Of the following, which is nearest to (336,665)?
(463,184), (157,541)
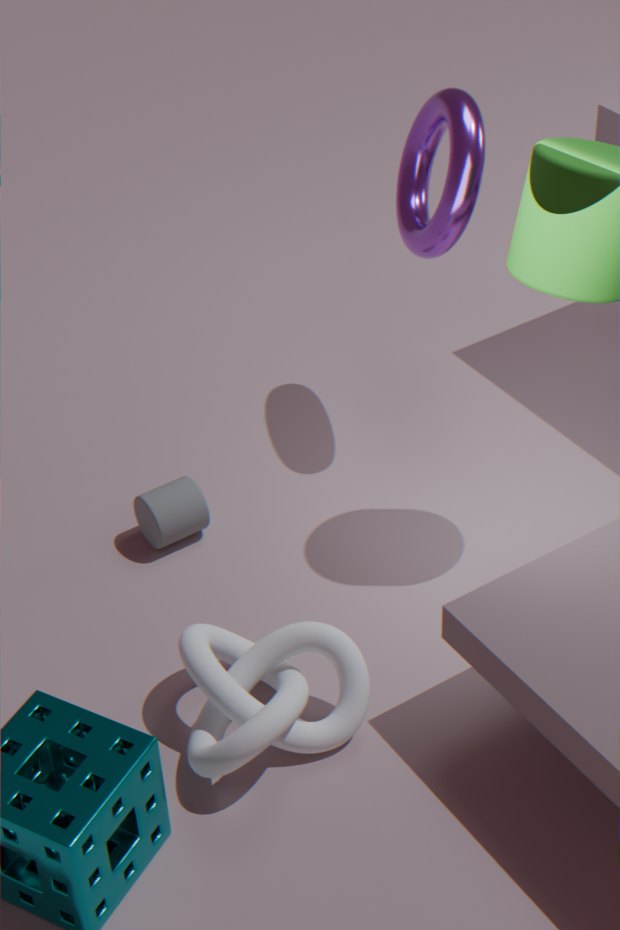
(157,541)
